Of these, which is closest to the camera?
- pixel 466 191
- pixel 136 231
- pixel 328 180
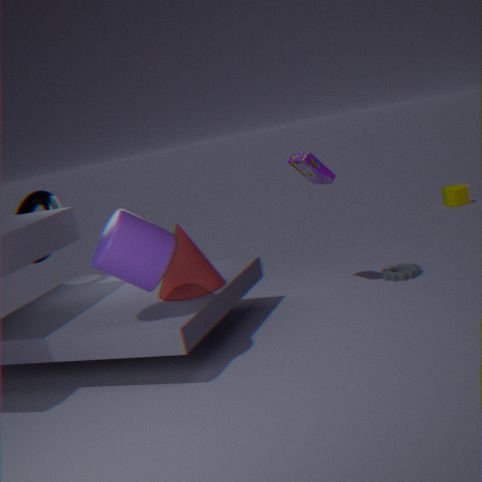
pixel 136 231
